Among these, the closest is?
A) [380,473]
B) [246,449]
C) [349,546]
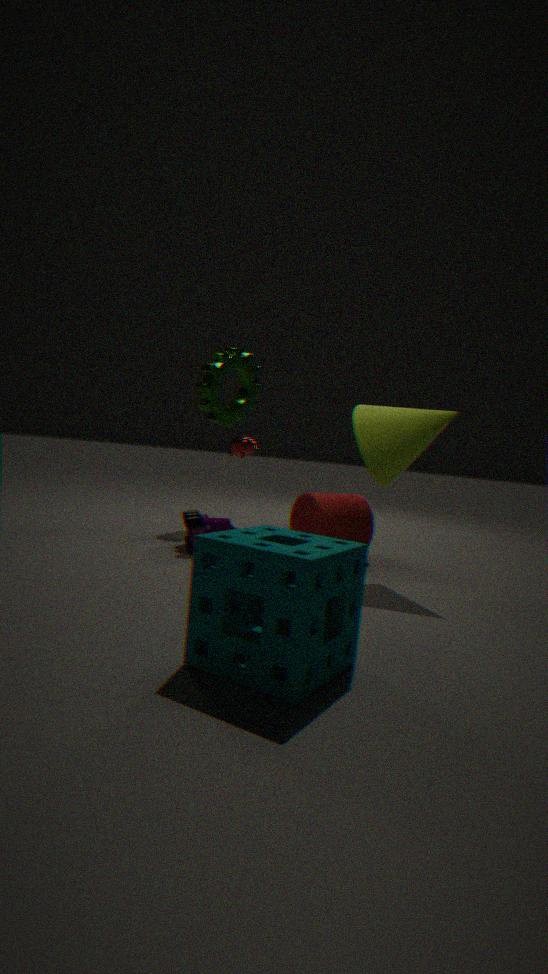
[349,546]
